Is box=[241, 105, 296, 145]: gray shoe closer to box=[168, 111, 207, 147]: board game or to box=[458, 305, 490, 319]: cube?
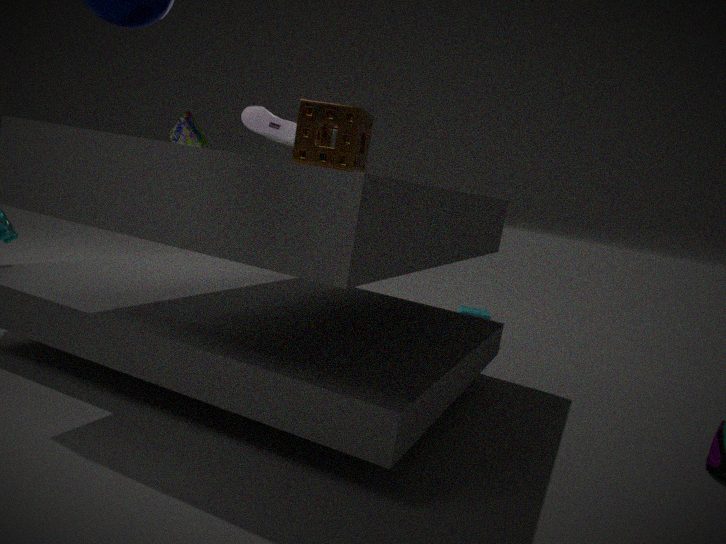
box=[168, 111, 207, 147]: board game
